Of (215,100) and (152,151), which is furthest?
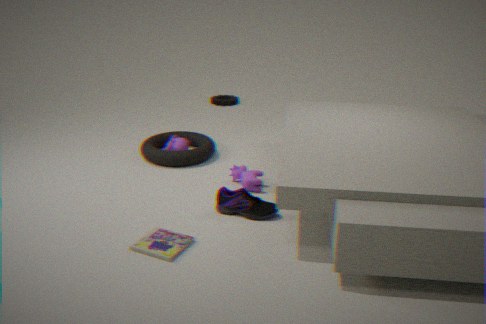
(215,100)
